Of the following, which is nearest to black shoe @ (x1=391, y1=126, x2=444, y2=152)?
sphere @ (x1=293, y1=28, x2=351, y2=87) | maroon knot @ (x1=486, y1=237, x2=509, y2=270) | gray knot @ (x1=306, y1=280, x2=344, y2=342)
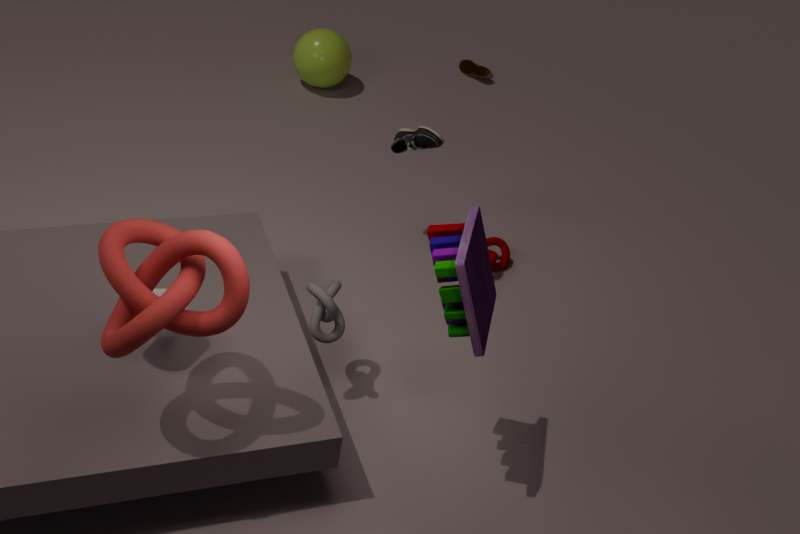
maroon knot @ (x1=486, y1=237, x2=509, y2=270)
